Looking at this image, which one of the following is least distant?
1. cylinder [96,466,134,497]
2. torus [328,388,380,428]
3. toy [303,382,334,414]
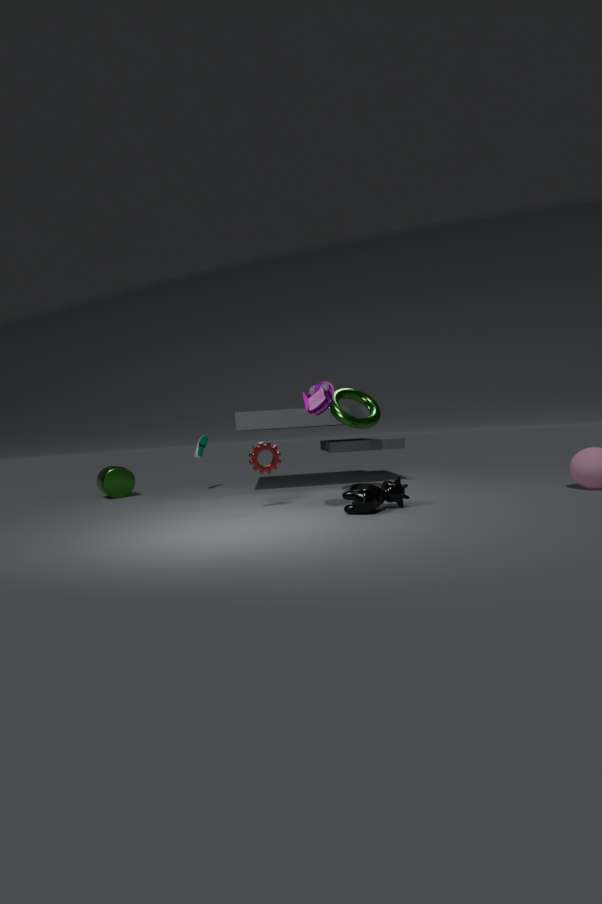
toy [303,382,334,414]
